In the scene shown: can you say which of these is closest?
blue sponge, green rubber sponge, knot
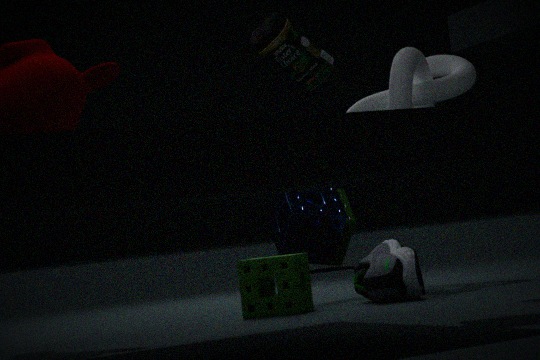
green rubber sponge
